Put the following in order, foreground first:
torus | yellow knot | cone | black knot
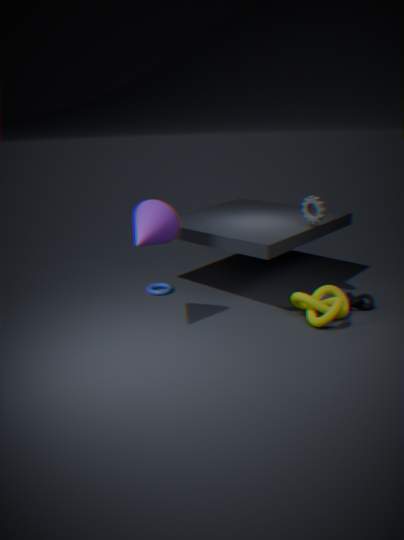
cone → yellow knot → black knot → torus
